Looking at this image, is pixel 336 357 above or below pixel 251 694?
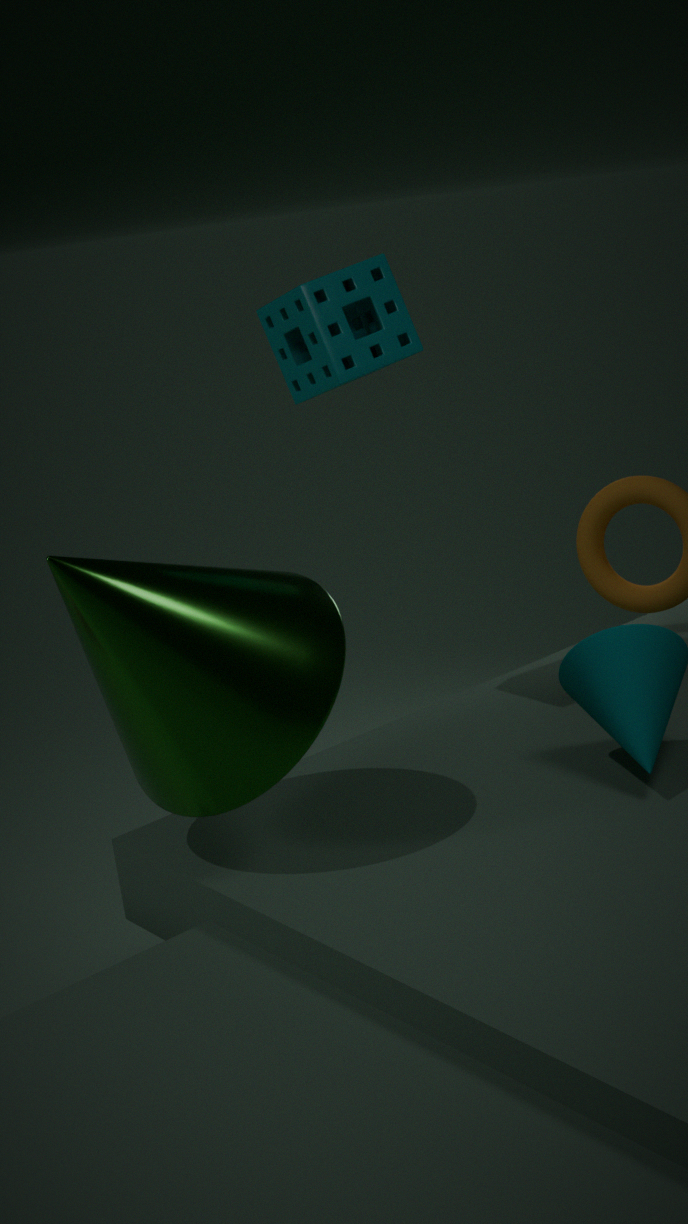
above
